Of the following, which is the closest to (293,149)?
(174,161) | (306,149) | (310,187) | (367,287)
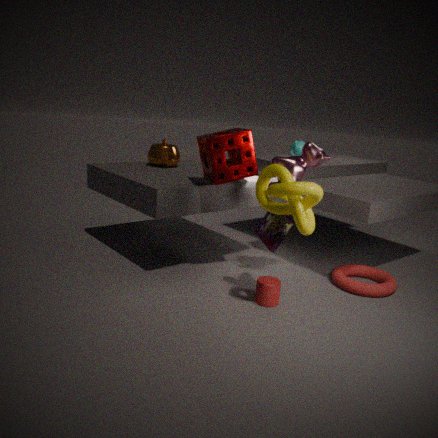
(306,149)
